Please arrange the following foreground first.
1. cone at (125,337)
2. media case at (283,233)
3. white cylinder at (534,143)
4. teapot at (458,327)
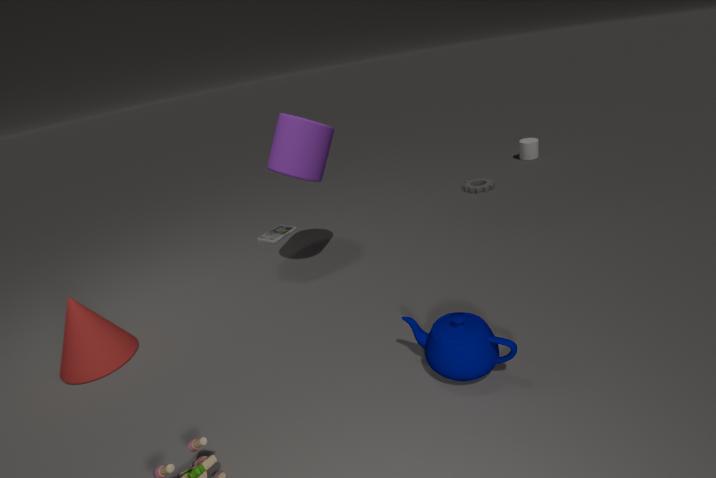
teapot at (458,327)
cone at (125,337)
media case at (283,233)
white cylinder at (534,143)
